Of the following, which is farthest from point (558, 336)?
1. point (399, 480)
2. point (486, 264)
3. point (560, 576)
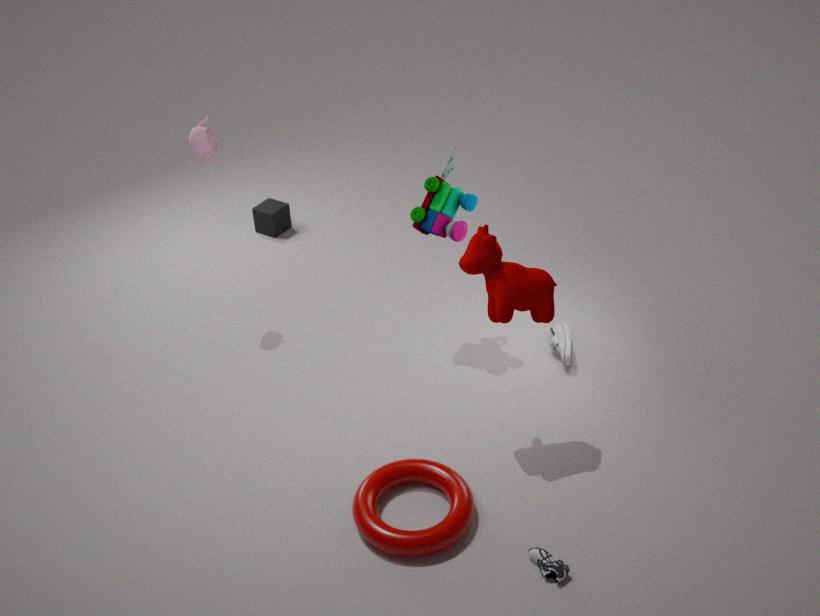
point (560, 576)
